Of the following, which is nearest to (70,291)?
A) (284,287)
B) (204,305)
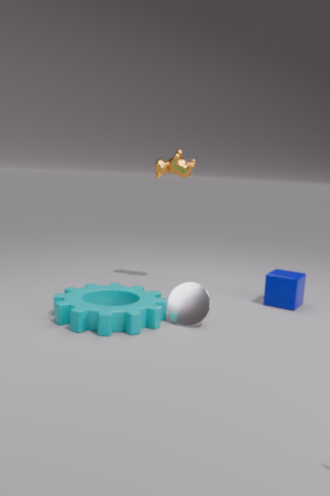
(204,305)
